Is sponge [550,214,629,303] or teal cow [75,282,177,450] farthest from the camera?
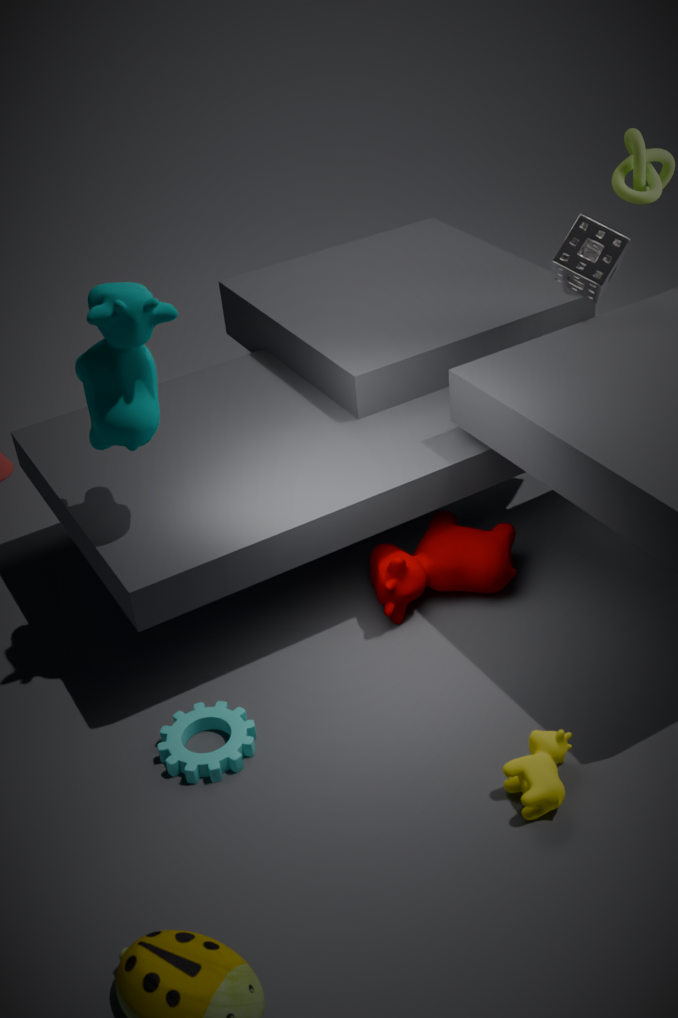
sponge [550,214,629,303]
